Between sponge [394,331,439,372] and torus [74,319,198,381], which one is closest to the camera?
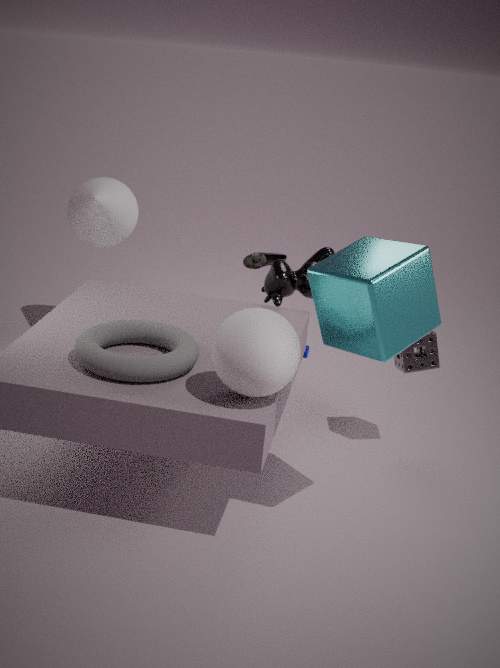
torus [74,319,198,381]
